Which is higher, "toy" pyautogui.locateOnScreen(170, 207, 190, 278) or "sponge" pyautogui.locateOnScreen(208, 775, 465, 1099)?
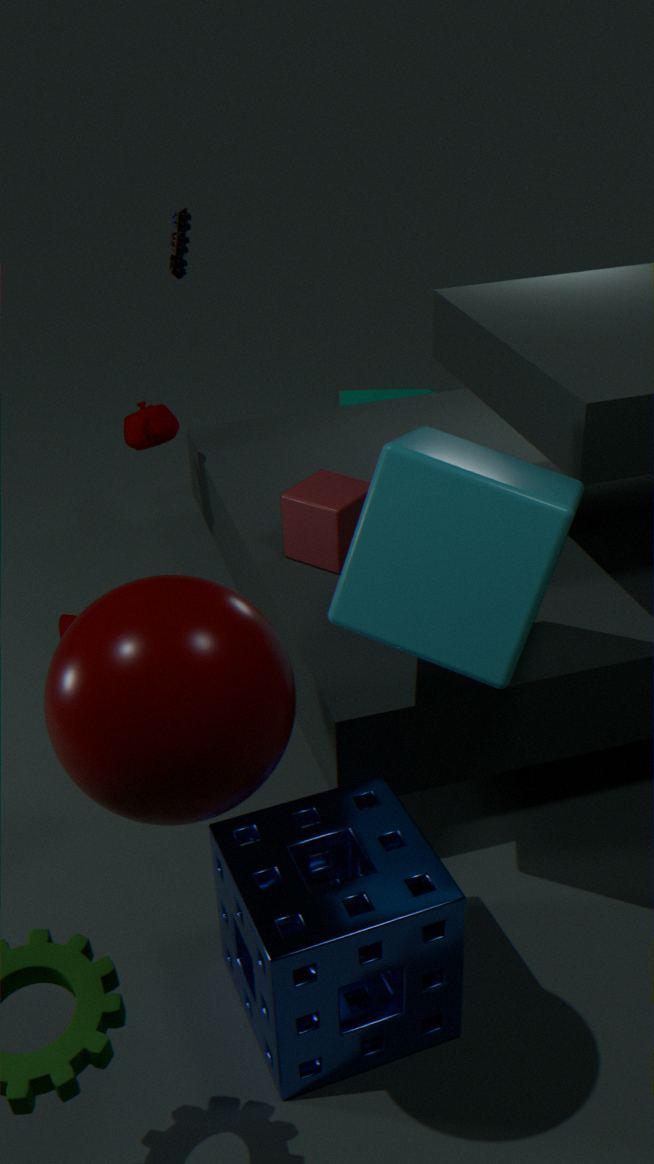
"toy" pyautogui.locateOnScreen(170, 207, 190, 278)
